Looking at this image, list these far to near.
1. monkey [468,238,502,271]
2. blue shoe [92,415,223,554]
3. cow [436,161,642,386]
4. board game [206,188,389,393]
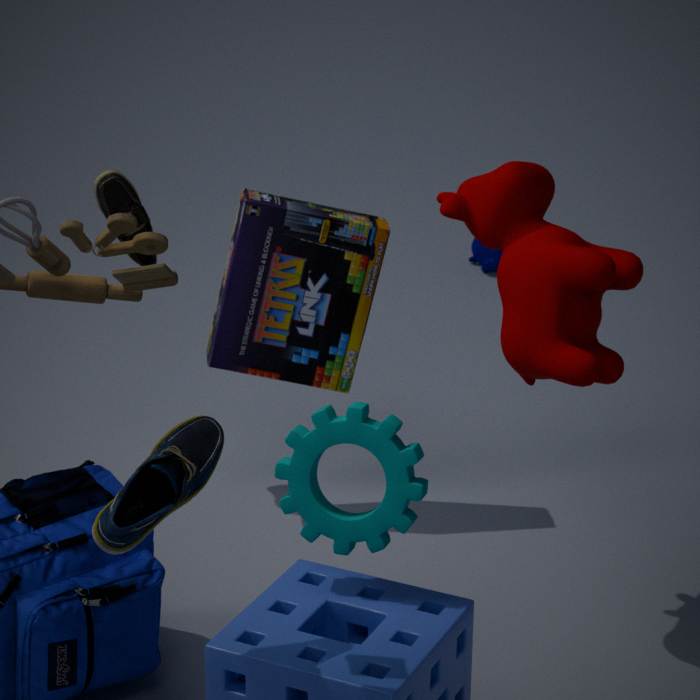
monkey [468,238,502,271] → board game [206,188,389,393] → cow [436,161,642,386] → blue shoe [92,415,223,554]
